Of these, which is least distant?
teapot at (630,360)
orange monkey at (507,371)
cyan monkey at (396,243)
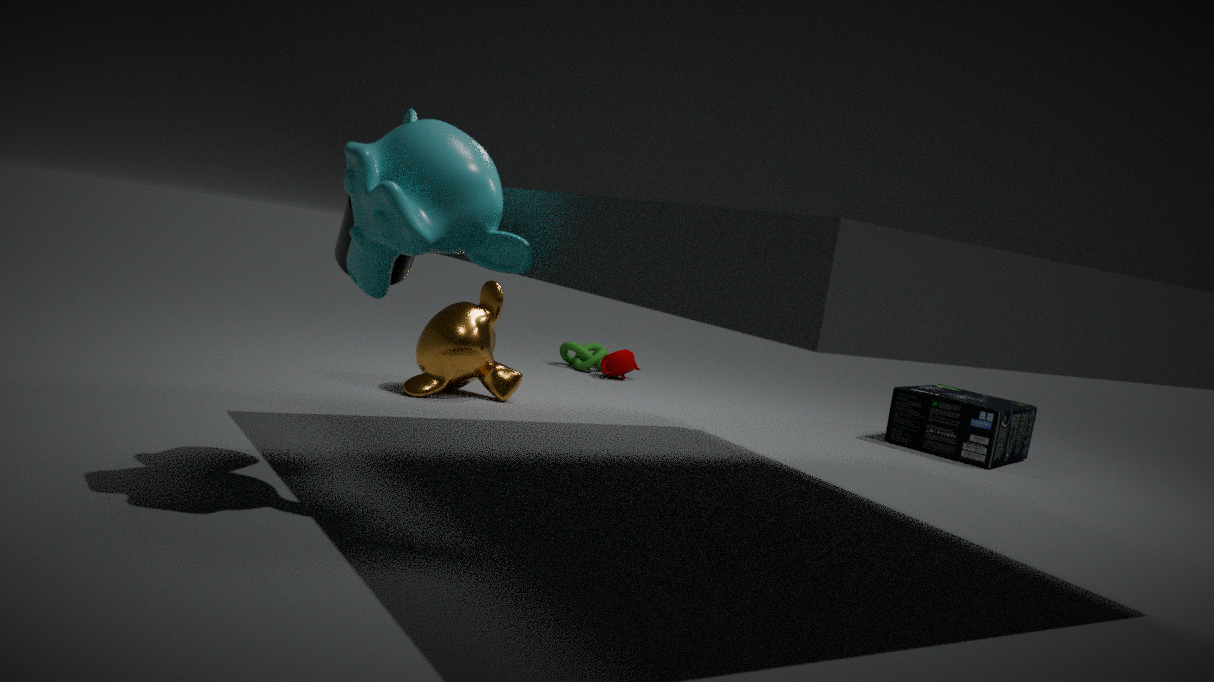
cyan monkey at (396,243)
